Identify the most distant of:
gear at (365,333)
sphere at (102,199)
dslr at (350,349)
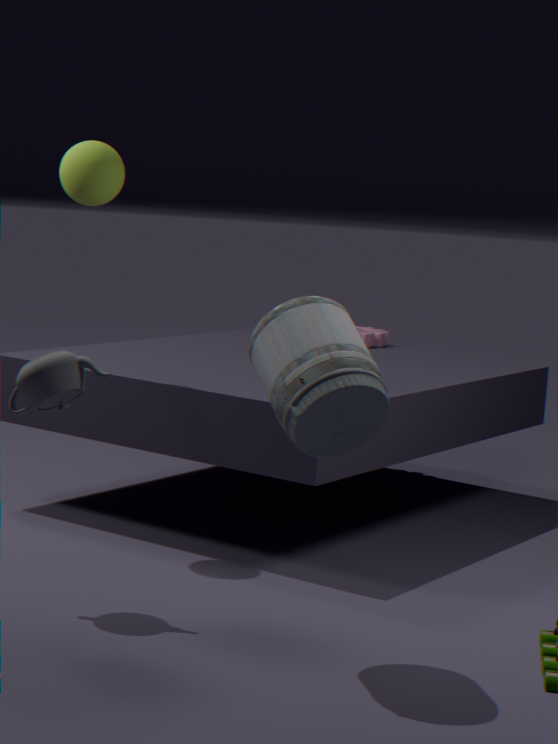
gear at (365,333)
